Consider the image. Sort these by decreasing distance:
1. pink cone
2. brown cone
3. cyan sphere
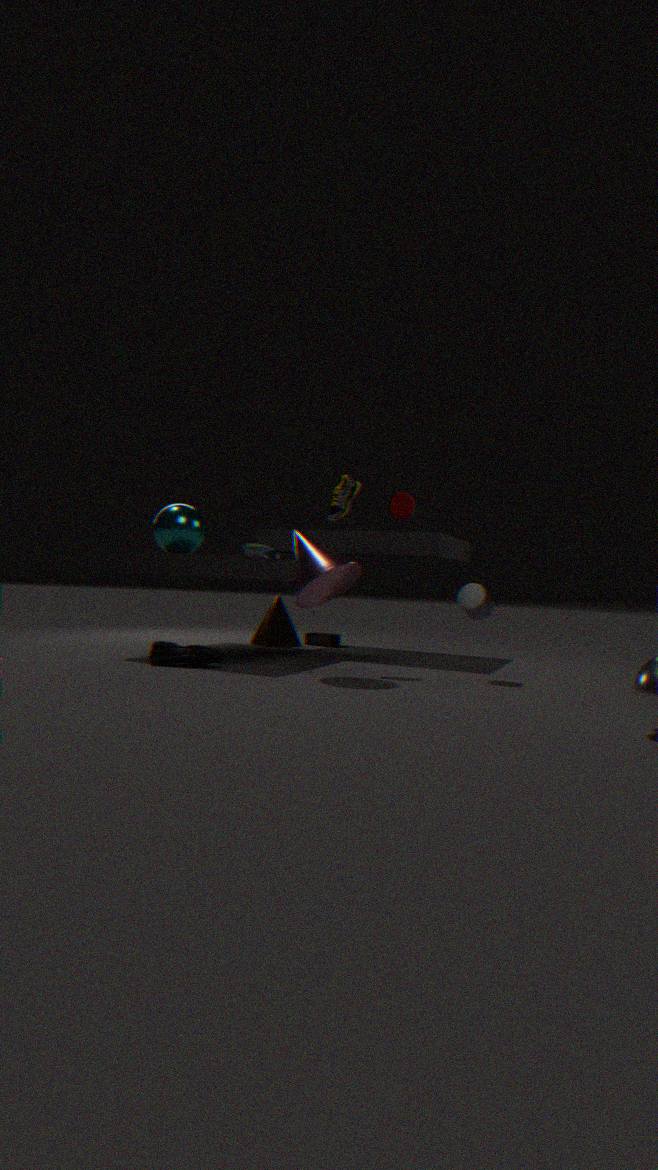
brown cone → cyan sphere → pink cone
